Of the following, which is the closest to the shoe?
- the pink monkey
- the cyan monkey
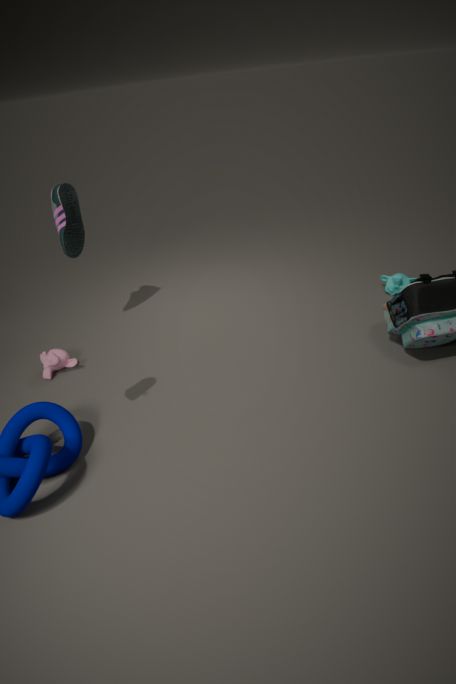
the pink monkey
